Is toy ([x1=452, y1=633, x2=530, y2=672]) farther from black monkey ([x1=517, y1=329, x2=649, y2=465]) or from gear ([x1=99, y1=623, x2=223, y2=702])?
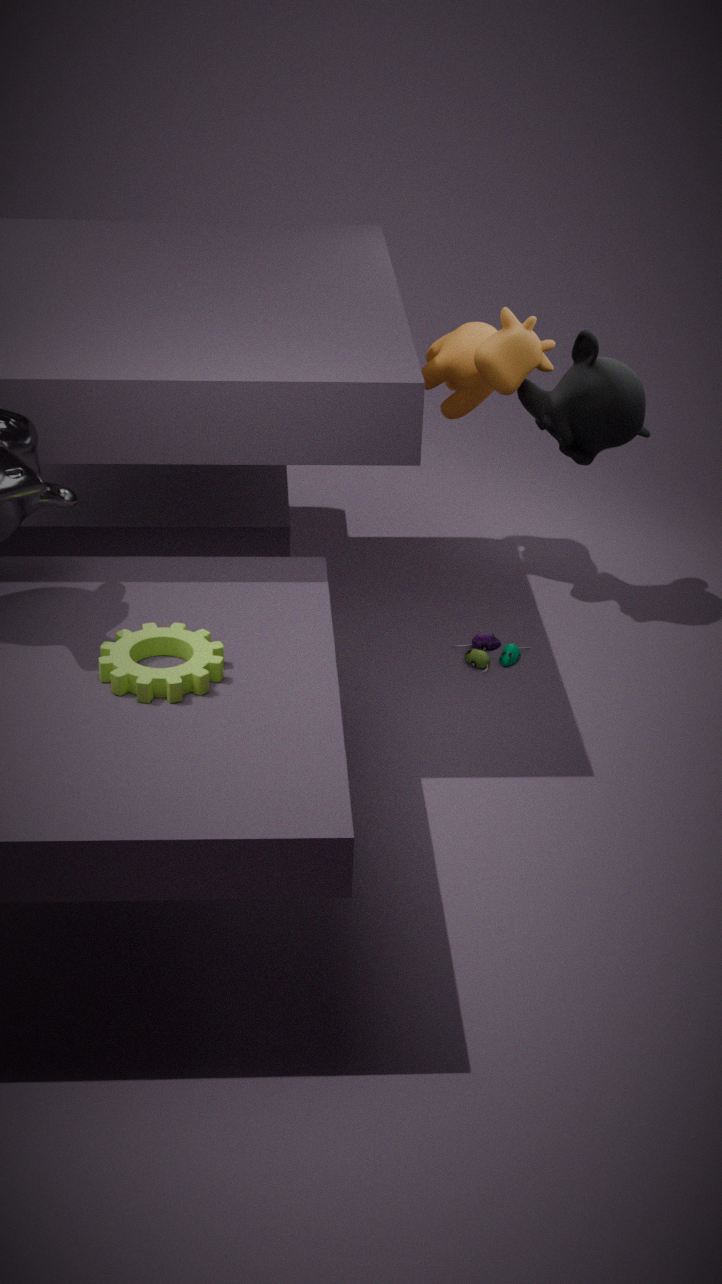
gear ([x1=99, y1=623, x2=223, y2=702])
